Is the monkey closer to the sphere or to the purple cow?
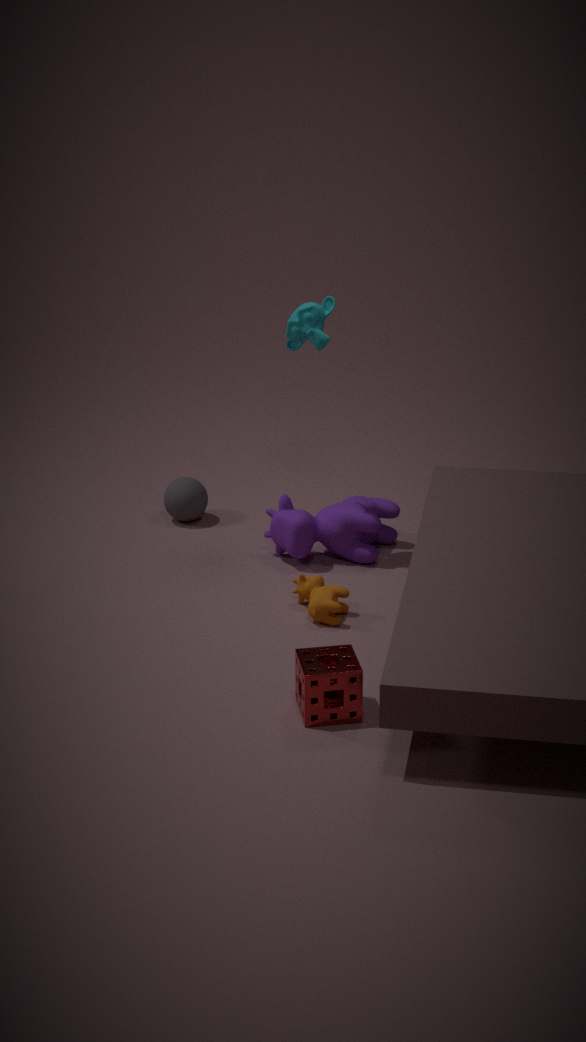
the purple cow
